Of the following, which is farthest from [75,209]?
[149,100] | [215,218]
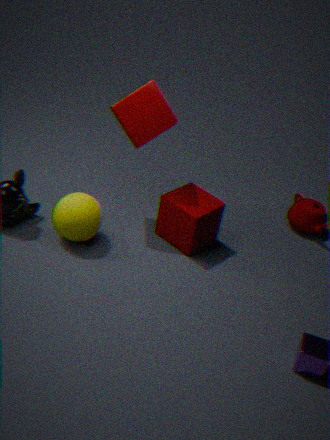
[149,100]
